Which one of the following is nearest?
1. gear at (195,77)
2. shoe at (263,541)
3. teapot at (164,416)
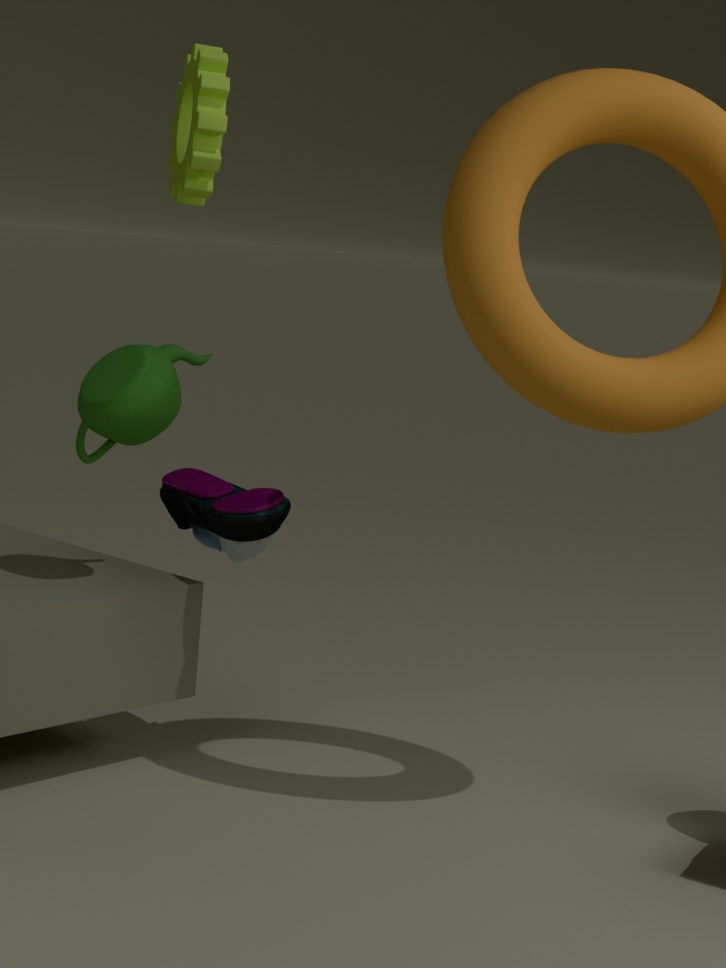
teapot at (164,416)
